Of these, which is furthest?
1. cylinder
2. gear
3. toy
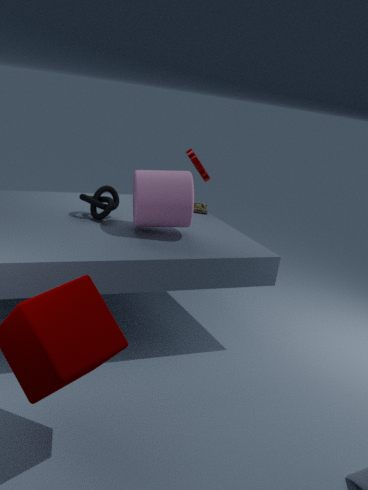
toy
